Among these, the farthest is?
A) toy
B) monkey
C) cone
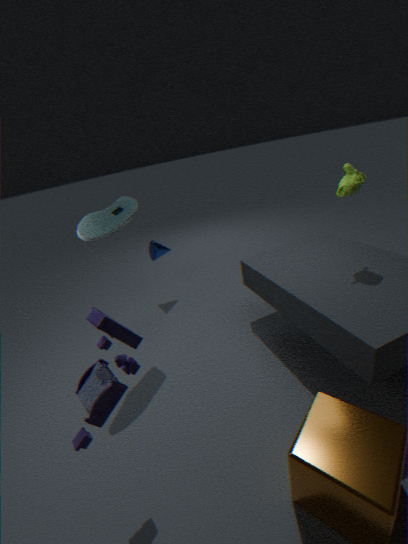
C. cone
